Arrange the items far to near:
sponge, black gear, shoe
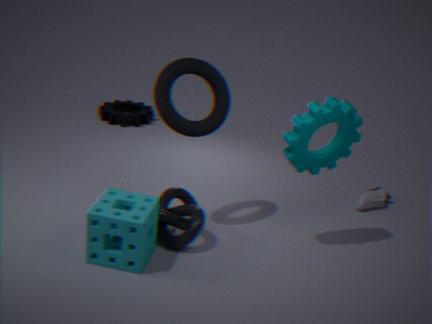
black gear < shoe < sponge
